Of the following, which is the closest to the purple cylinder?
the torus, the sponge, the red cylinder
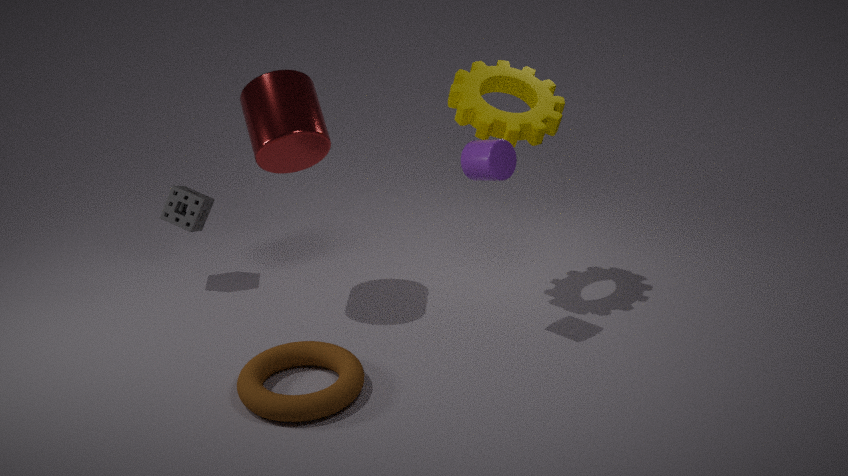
the red cylinder
